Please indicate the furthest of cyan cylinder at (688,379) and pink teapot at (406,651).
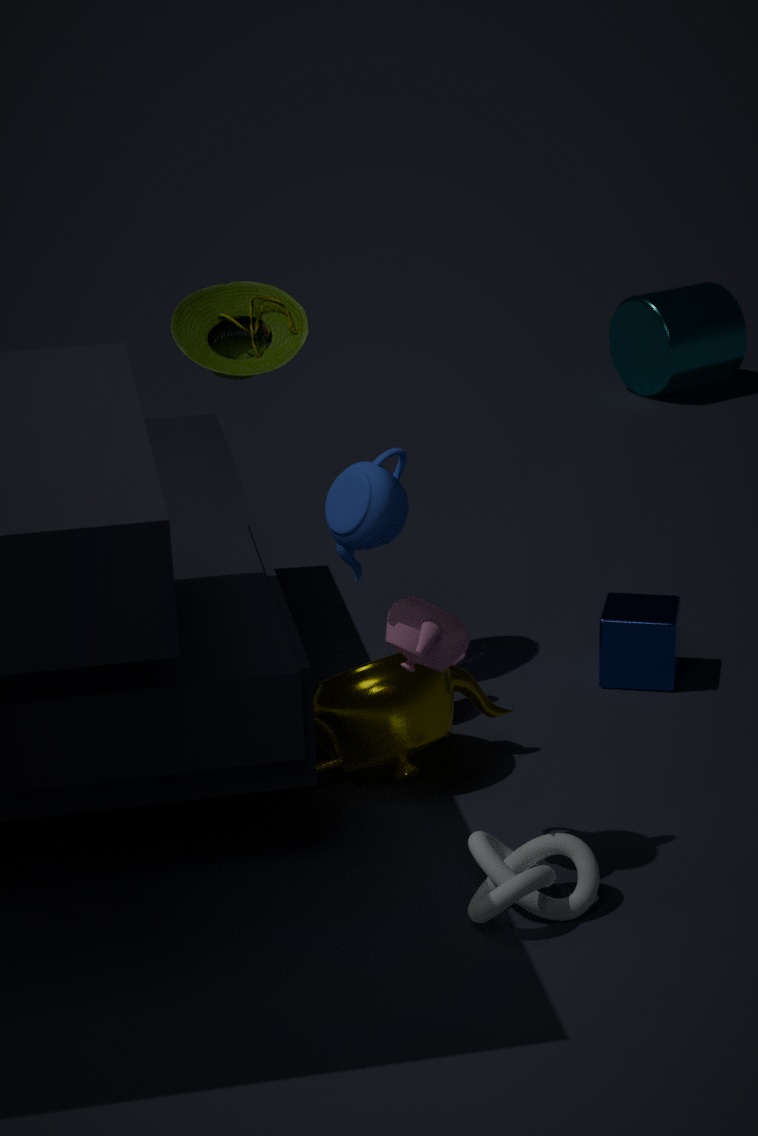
cyan cylinder at (688,379)
